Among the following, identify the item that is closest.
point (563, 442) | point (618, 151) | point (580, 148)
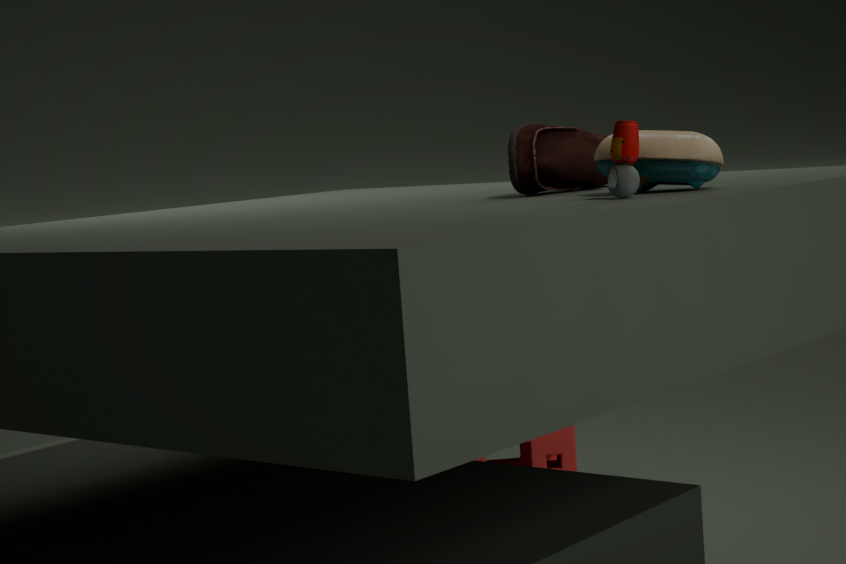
point (618, 151)
